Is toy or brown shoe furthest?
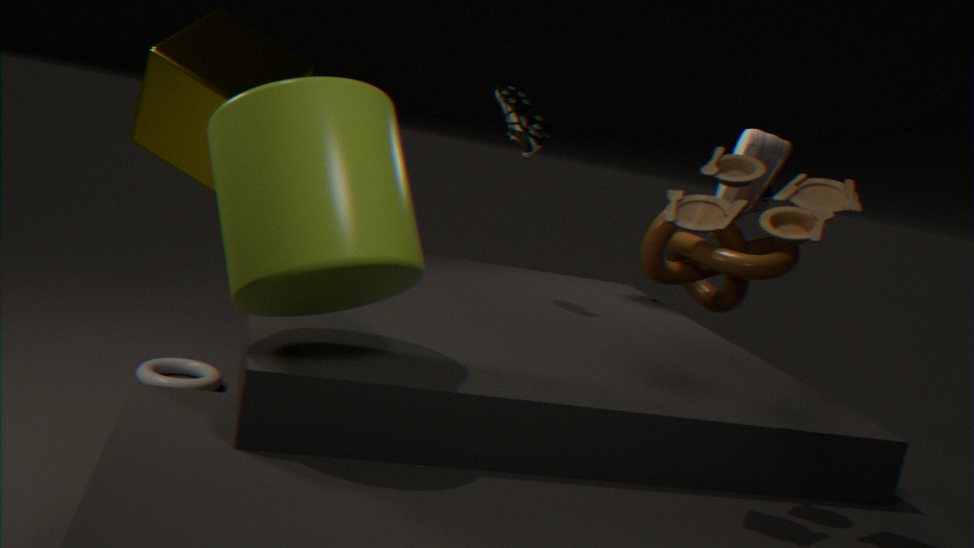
brown shoe
